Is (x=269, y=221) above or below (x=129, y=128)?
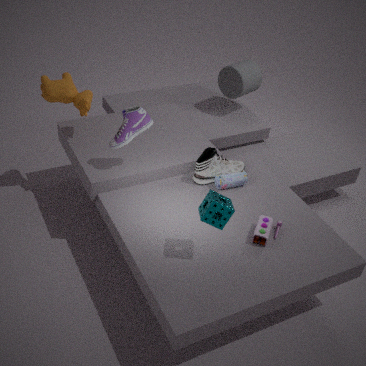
below
